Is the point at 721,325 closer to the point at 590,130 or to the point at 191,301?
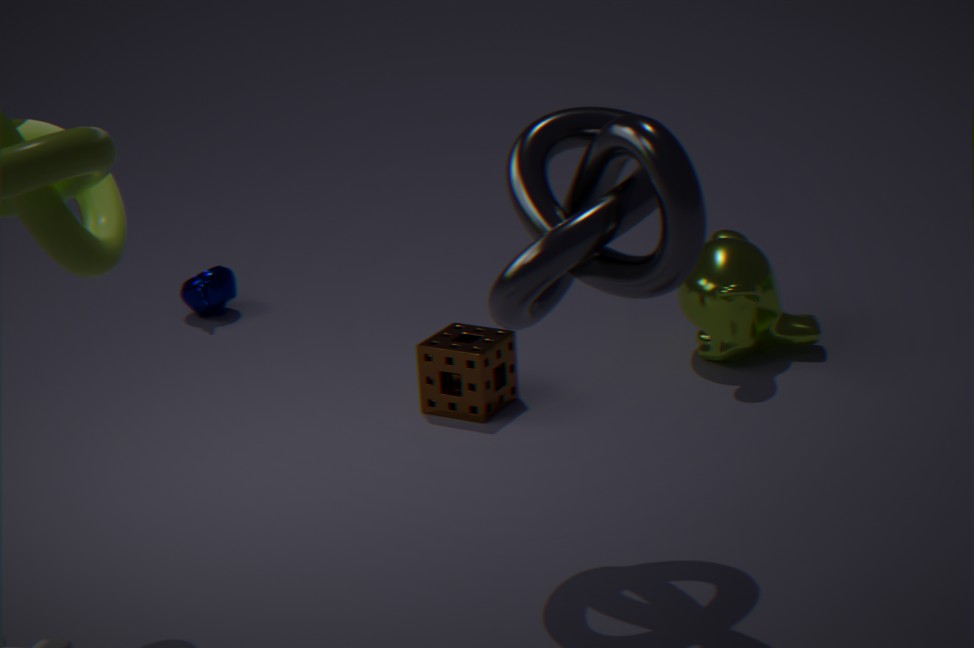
the point at 590,130
